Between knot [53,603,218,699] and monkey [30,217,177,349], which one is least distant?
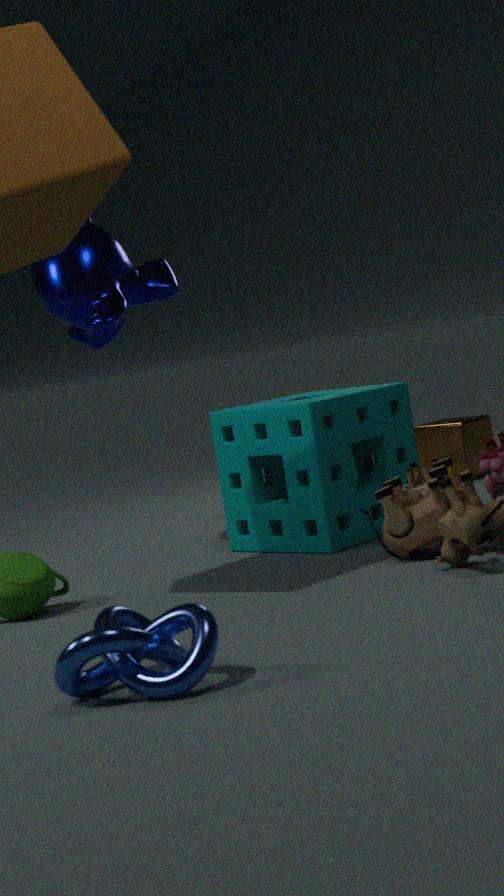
knot [53,603,218,699]
